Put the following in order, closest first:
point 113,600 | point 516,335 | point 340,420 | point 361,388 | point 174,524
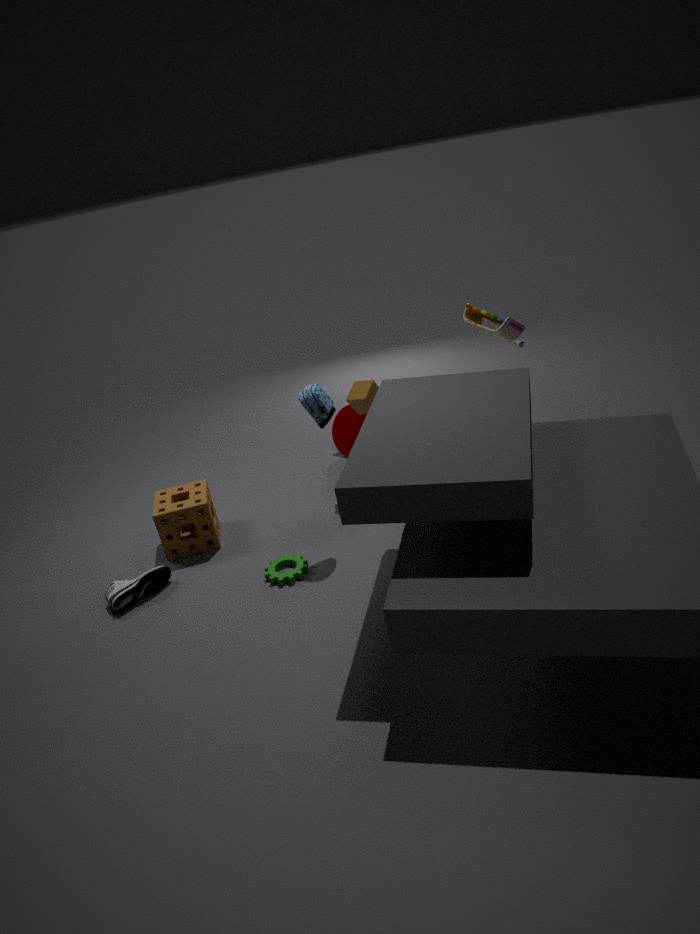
point 113,600 < point 516,335 < point 174,524 < point 361,388 < point 340,420
